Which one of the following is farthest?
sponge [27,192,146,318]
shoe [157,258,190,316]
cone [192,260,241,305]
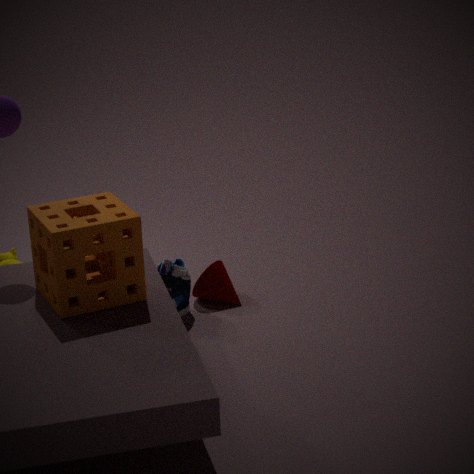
cone [192,260,241,305]
